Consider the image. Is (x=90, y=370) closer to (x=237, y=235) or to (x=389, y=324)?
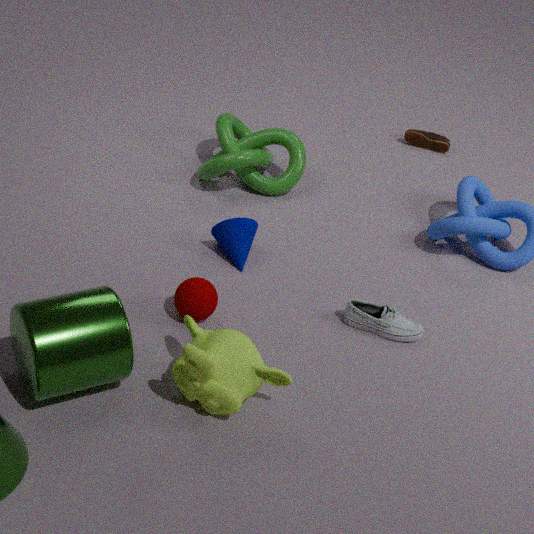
(x=237, y=235)
